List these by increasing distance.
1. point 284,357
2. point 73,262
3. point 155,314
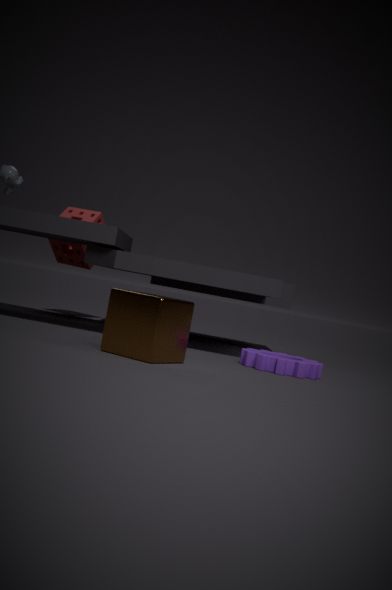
point 155,314, point 284,357, point 73,262
